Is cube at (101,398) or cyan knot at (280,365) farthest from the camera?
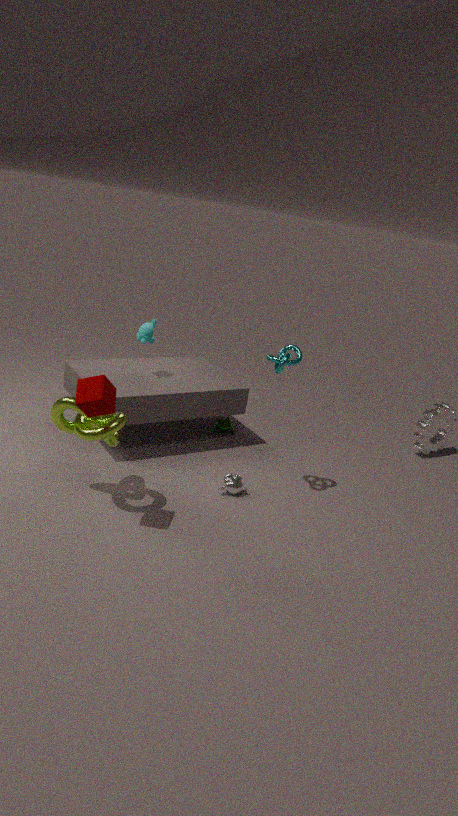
cyan knot at (280,365)
